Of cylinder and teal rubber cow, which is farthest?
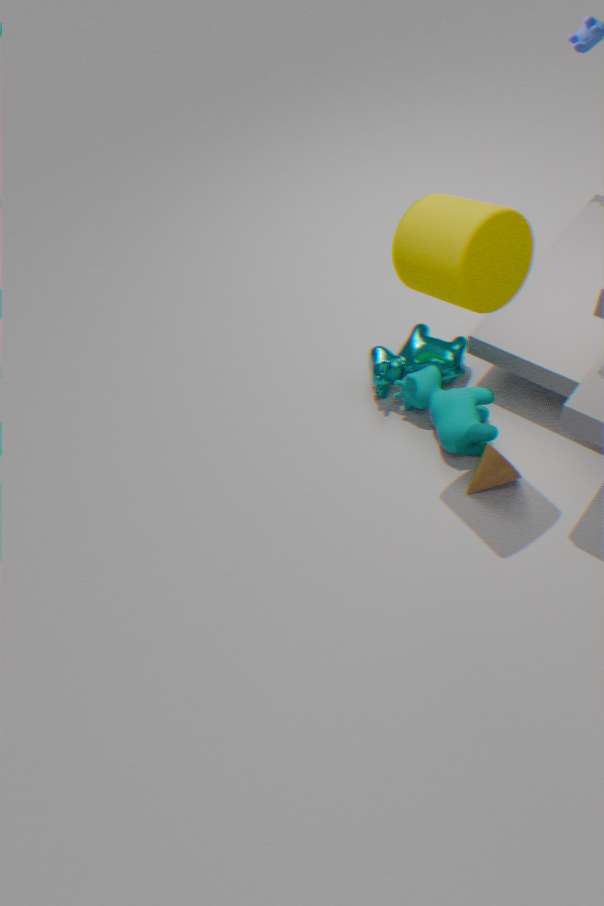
teal rubber cow
